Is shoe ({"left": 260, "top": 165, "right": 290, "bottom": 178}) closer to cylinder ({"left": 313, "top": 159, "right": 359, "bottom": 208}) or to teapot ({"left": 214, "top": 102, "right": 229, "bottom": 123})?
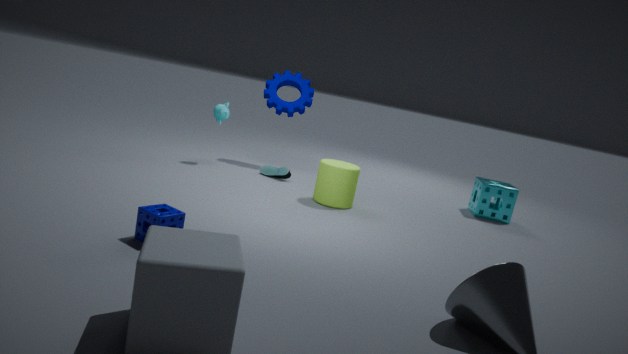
cylinder ({"left": 313, "top": 159, "right": 359, "bottom": 208})
